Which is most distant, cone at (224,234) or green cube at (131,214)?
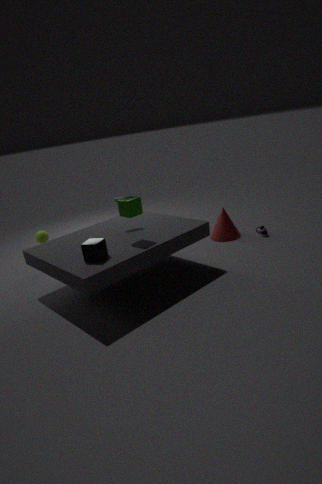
cone at (224,234)
